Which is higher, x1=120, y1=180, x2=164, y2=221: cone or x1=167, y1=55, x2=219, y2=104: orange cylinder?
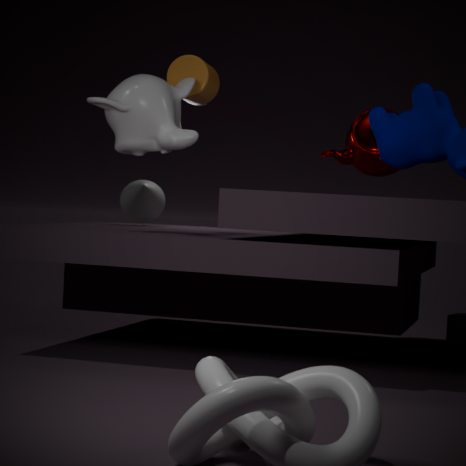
x1=167, y1=55, x2=219, y2=104: orange cylinder
